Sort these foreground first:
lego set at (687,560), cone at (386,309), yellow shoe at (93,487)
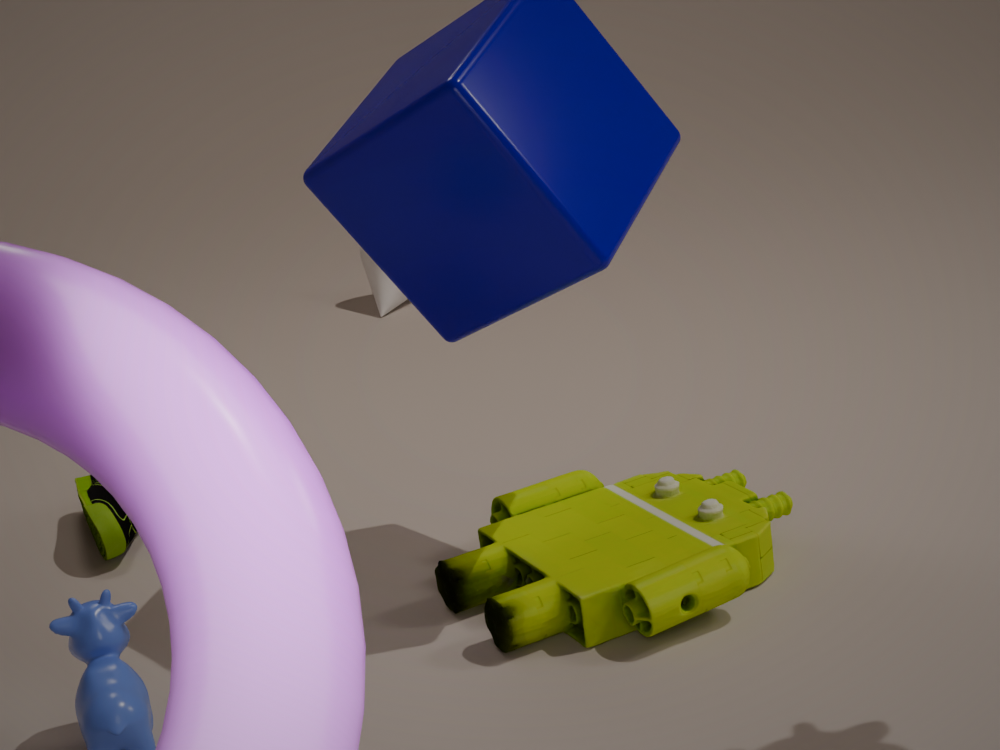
lego set at (687,560) < yellow shoe at (93,487) < cone at (386,309)
